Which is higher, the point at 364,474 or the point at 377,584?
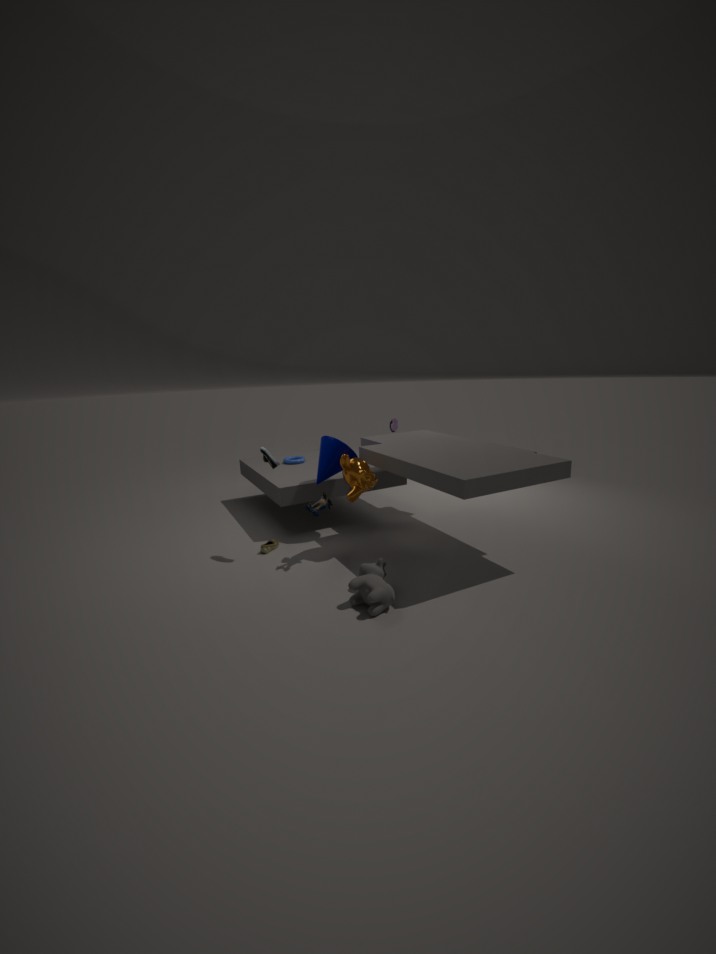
the point at 364,474
